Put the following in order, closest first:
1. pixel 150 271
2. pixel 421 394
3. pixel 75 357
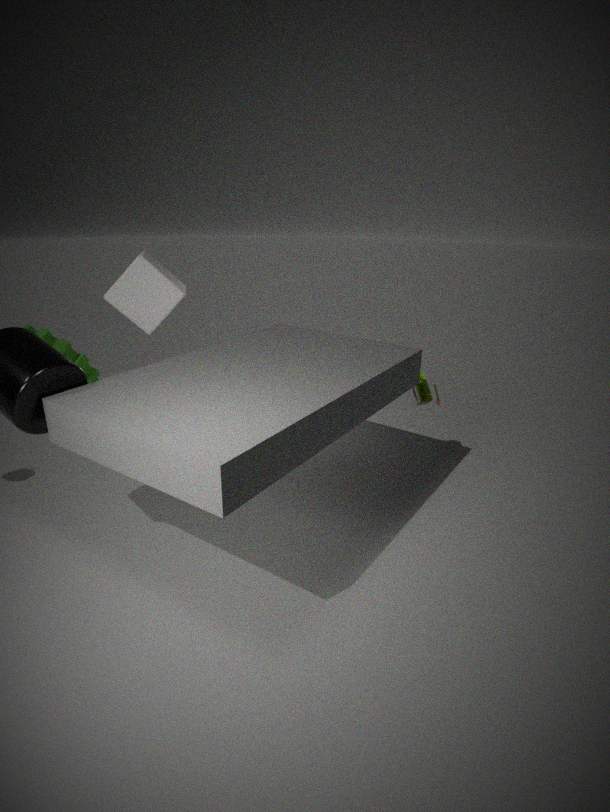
pixel 75 357 → pixel 421 394 → pixel 150 271
